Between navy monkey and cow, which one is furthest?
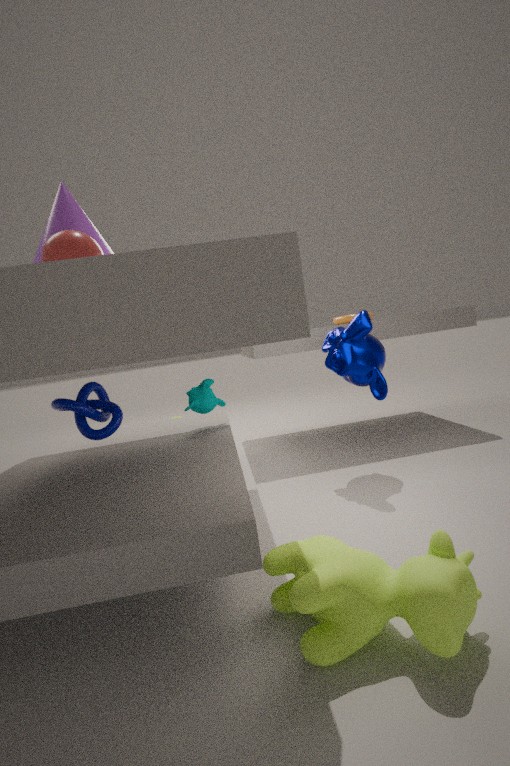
navy monkey
